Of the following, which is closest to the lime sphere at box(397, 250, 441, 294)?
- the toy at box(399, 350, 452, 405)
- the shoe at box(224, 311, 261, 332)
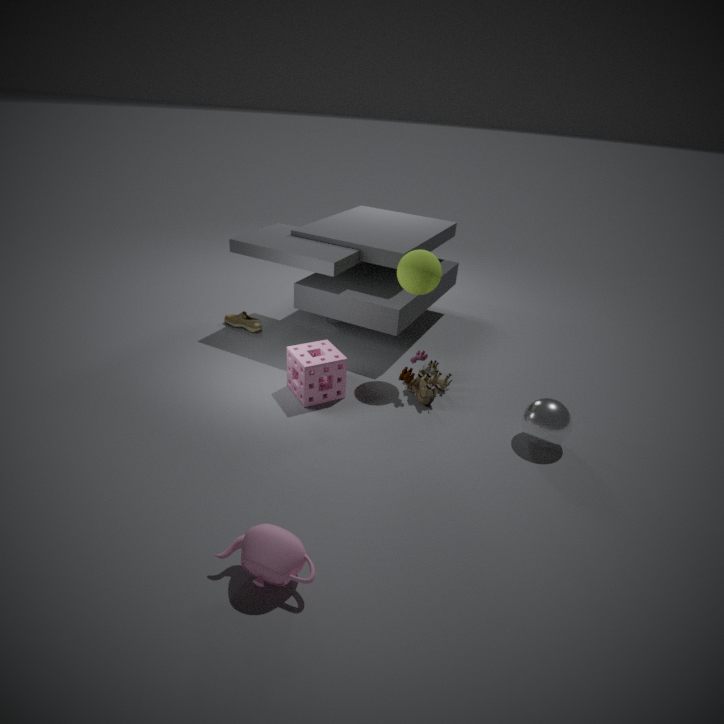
the toy at box(399, 350, 452, 405)
